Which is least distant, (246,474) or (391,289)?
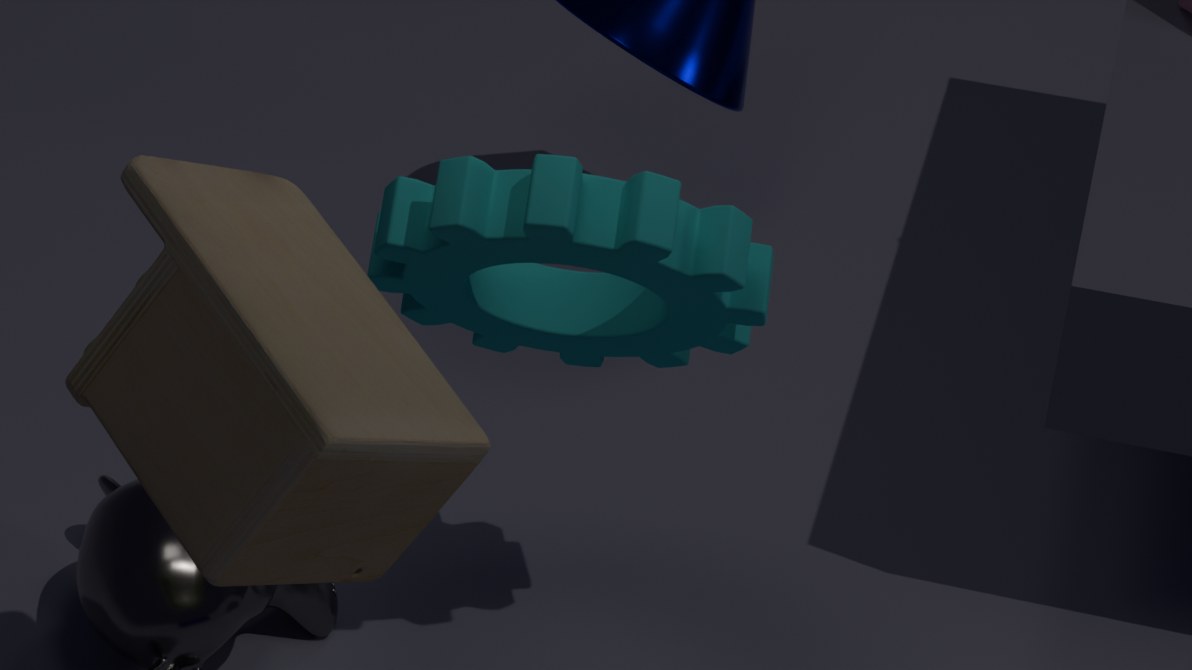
(246,474)
